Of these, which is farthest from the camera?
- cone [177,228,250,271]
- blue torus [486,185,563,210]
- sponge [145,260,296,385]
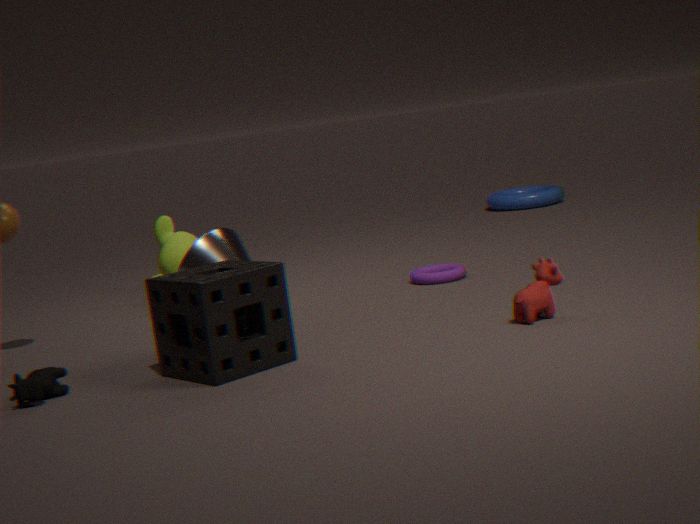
blue torus [486,185,563,210]
